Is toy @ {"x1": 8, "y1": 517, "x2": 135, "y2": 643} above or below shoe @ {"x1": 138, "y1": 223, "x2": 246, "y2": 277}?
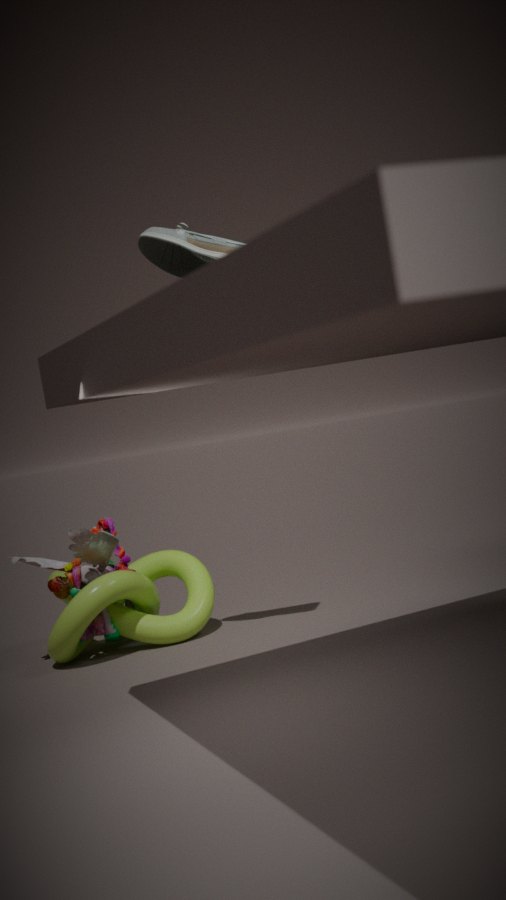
below
